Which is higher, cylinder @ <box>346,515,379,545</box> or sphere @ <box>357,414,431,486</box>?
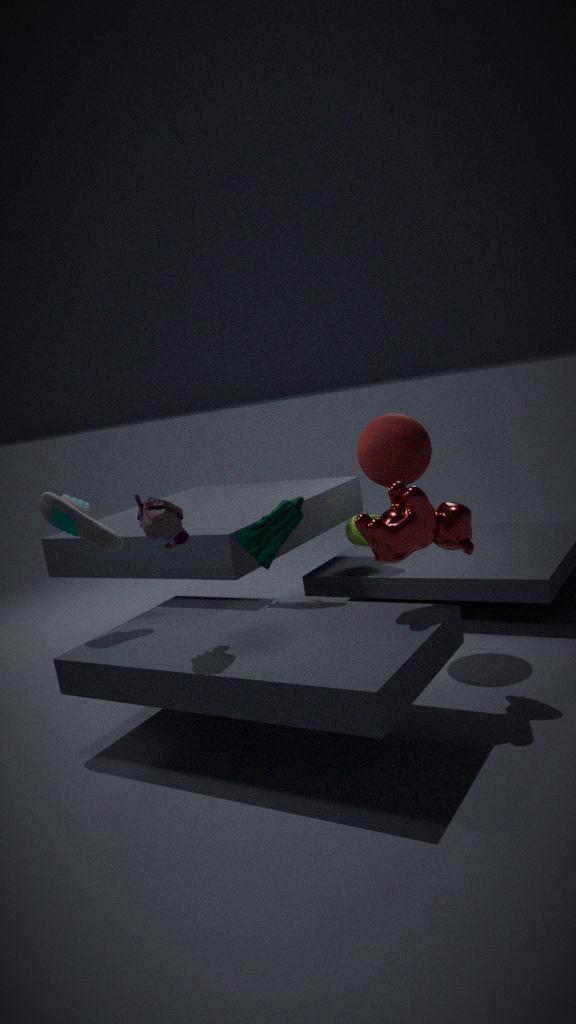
sphere @ <box>357,414,431,486</box>
